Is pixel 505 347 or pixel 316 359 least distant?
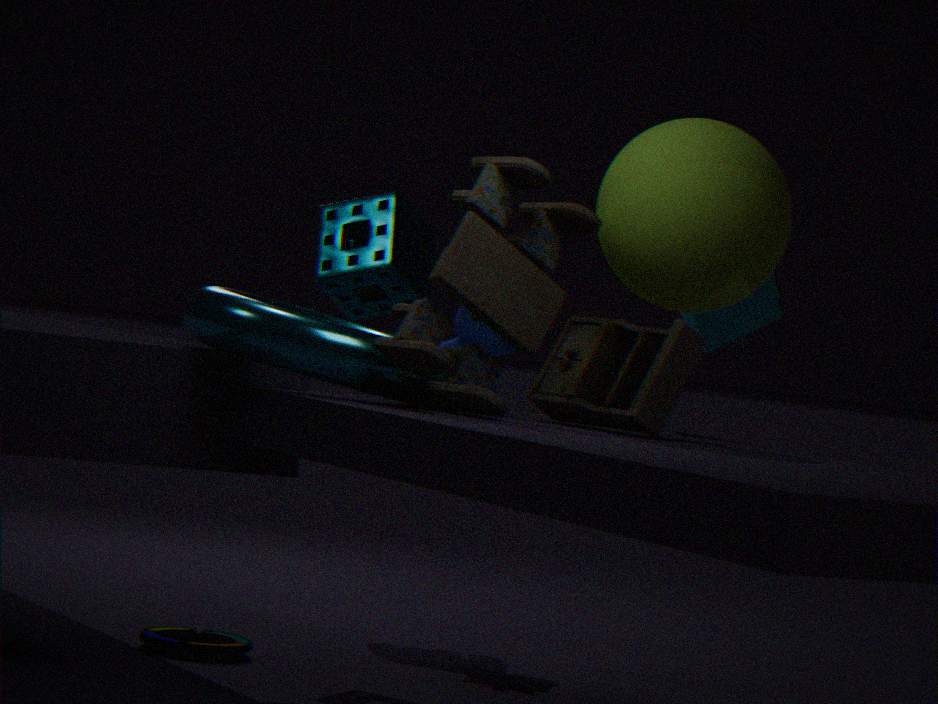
pixel 316 359
